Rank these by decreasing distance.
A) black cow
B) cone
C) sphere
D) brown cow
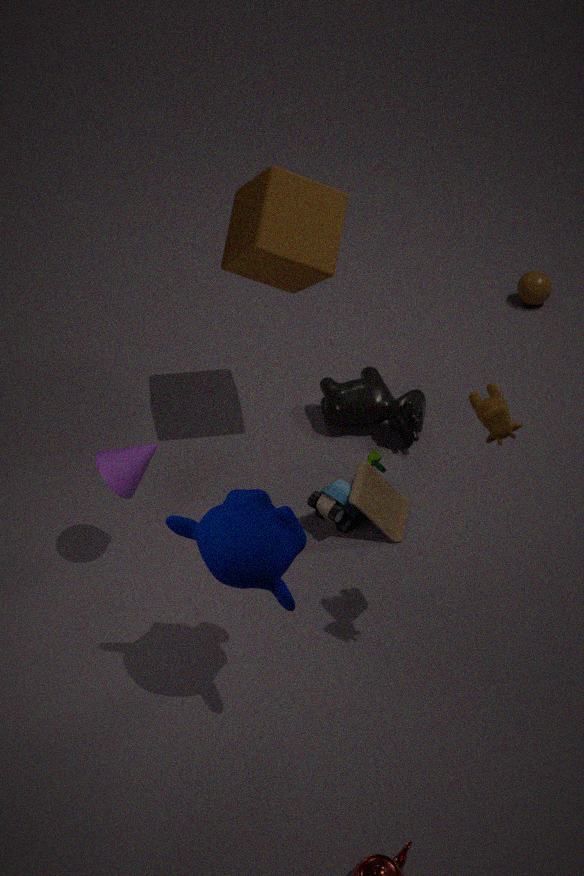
1. sphere
2. black cow
3. cone
4. brown cow
